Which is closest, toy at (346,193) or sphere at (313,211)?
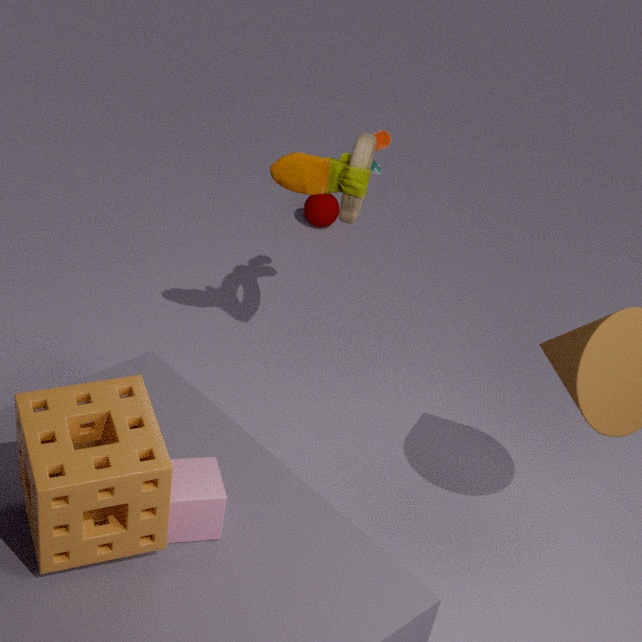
toy at (346,193)
